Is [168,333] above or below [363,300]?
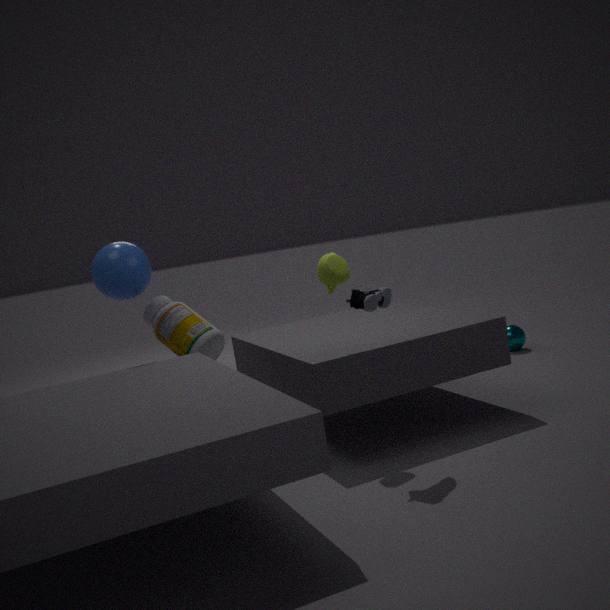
below
